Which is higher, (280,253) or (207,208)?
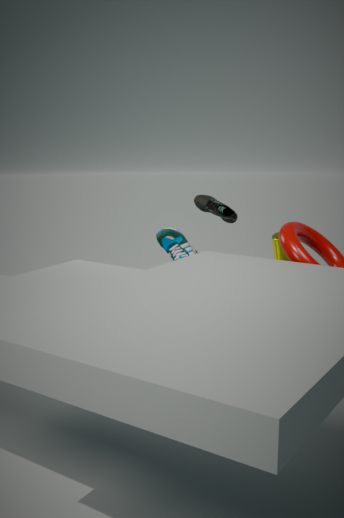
(207,208)
